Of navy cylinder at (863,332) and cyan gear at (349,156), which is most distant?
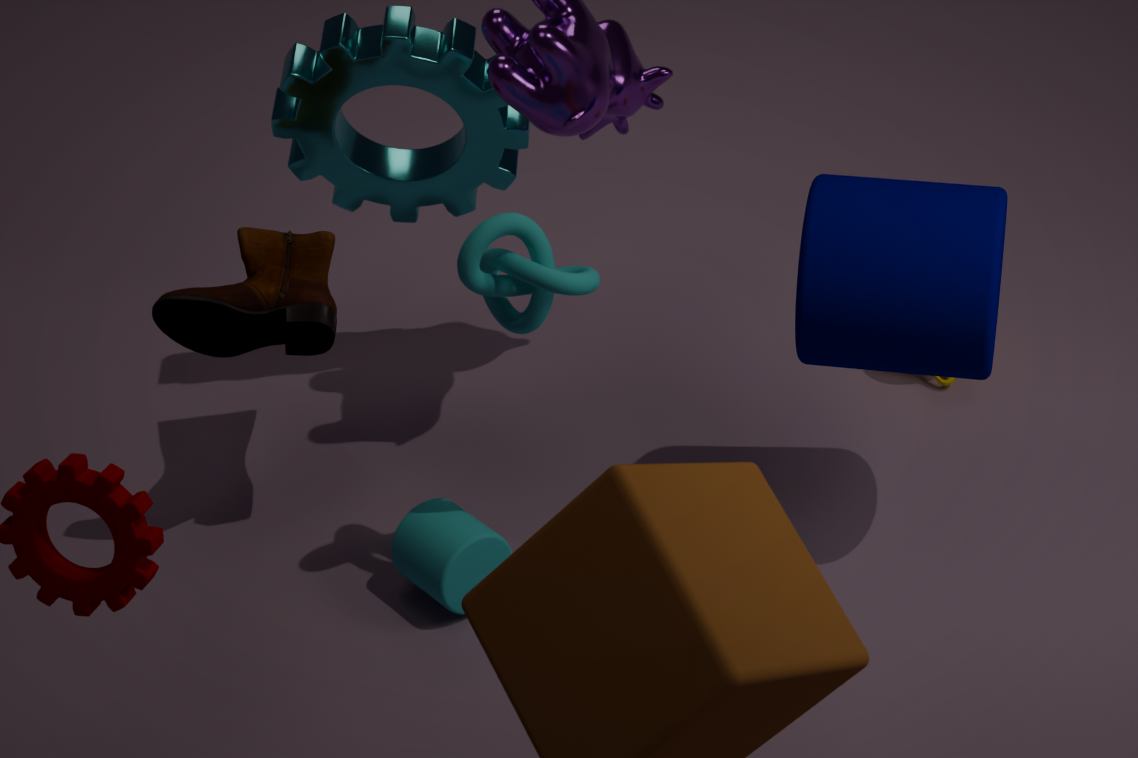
cyan gear at (349,156)
